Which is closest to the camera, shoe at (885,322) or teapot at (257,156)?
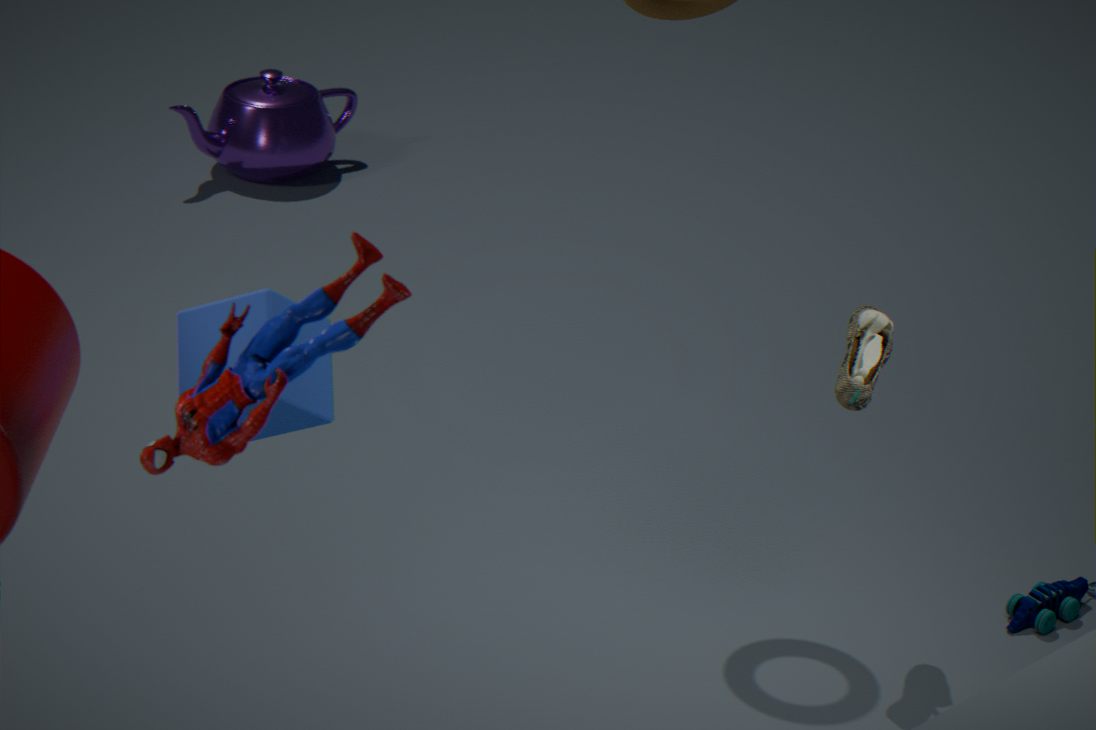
shoe at (885,322)
